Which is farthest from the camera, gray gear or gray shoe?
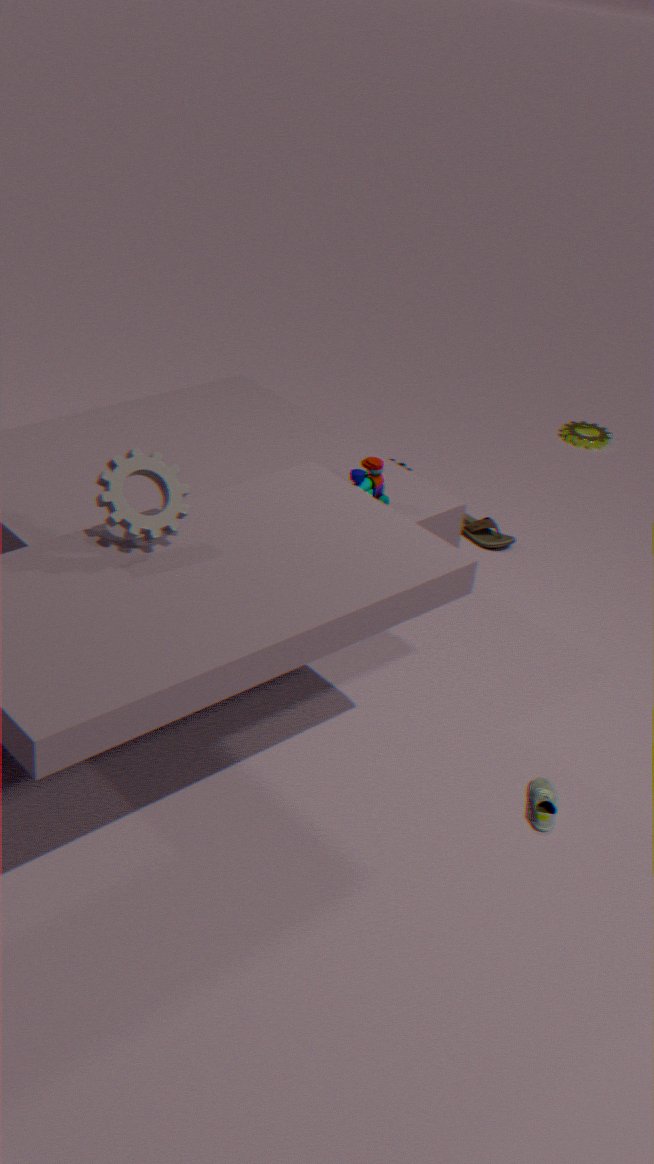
gray shoe
